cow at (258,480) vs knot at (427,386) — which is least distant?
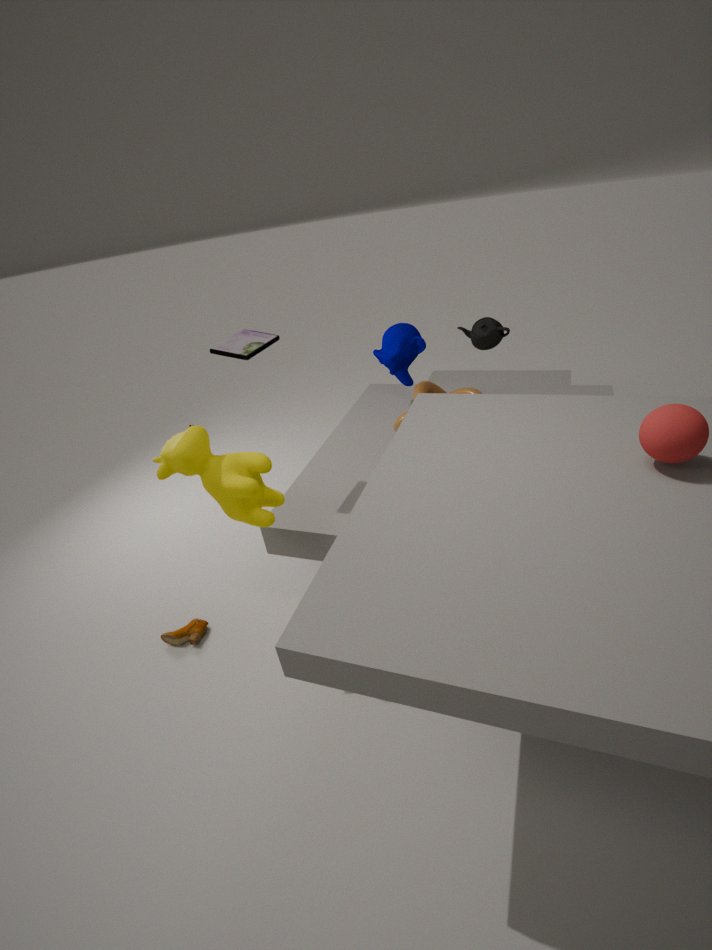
cow at (258,480)
